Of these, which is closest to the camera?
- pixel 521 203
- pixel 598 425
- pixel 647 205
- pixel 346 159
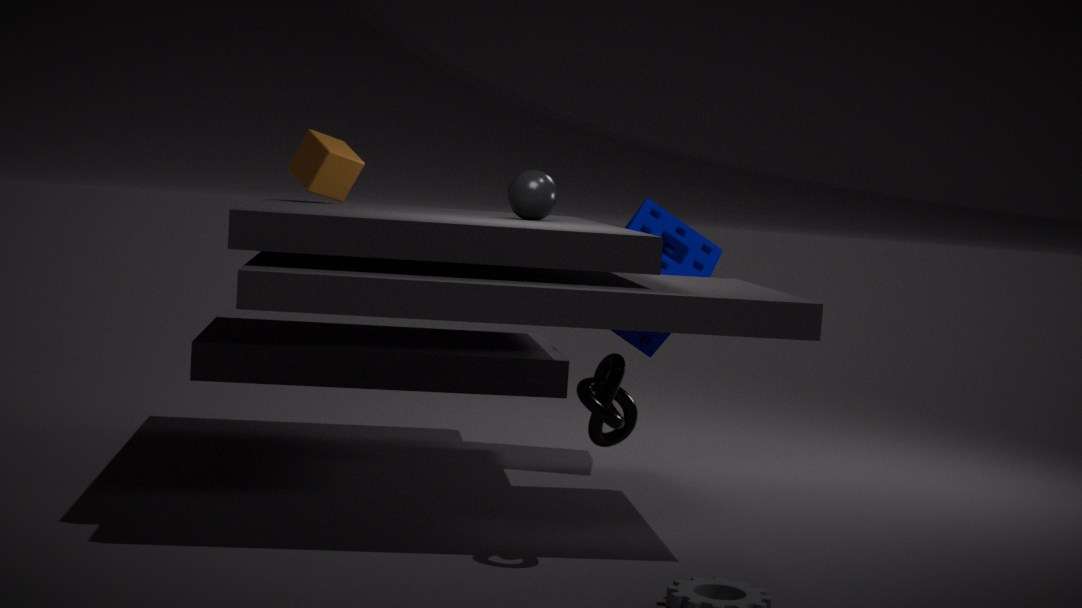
pixel 598 425
